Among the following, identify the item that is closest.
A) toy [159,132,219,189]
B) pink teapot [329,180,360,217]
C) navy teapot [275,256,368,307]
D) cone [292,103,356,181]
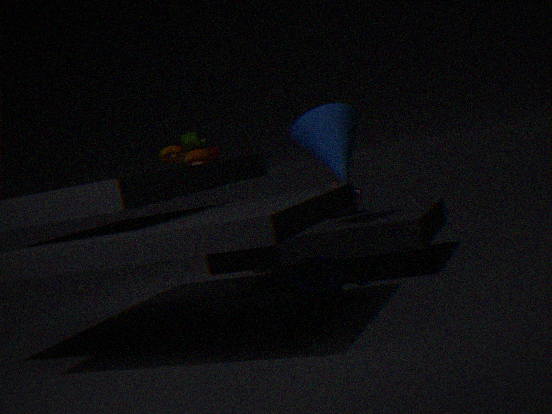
navy teapot [275,256,368,307]
